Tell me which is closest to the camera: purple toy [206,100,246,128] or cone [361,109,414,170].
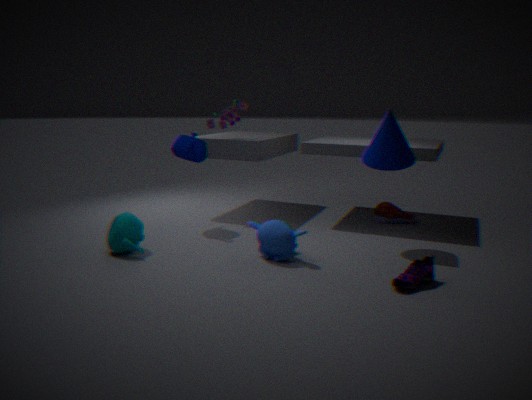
cone [361,109,414,170]
